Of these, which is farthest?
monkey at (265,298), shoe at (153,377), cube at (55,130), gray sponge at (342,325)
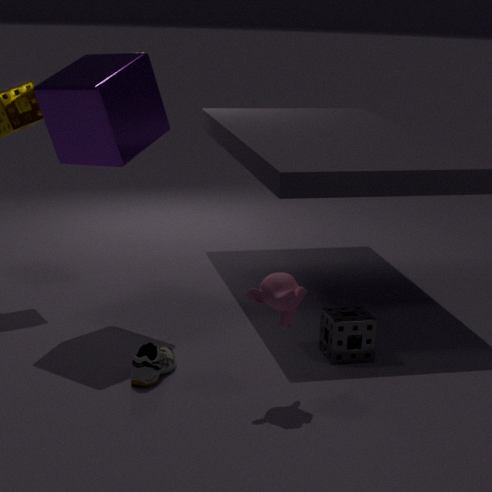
cube at (55,130)
